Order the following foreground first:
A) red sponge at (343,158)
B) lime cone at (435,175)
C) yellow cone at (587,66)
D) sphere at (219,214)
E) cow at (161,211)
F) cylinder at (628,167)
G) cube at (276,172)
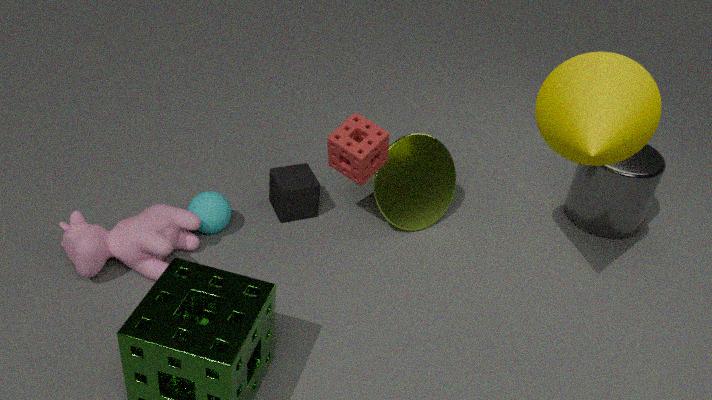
yellow cone at (587,66) → cow at (161,211) → red sponge at (343,158) → sphere at (219,214) → lime cone at (435,175) → cube at (276,172) → cylinder at (628,167)
